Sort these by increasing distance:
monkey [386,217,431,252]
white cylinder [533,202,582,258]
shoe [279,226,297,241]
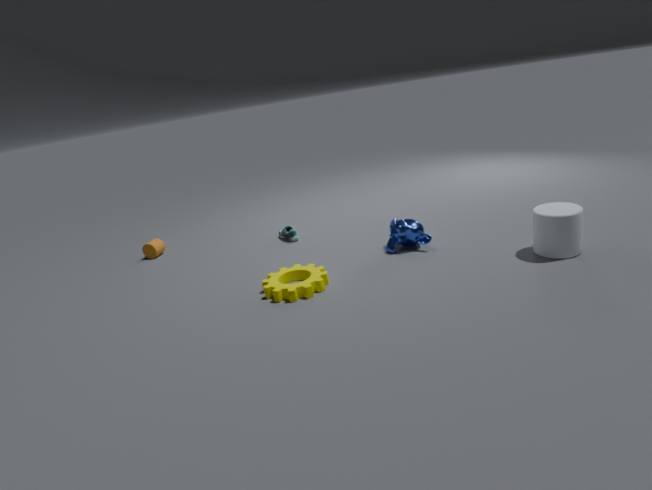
white cylinder [533,202,582,258] < monkey [386,217,431,252] < shoe [279,226,297,241]
